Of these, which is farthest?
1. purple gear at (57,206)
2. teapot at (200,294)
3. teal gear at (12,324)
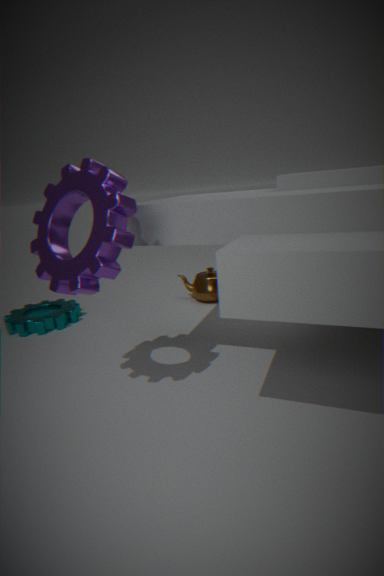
teapot at (200,294)
